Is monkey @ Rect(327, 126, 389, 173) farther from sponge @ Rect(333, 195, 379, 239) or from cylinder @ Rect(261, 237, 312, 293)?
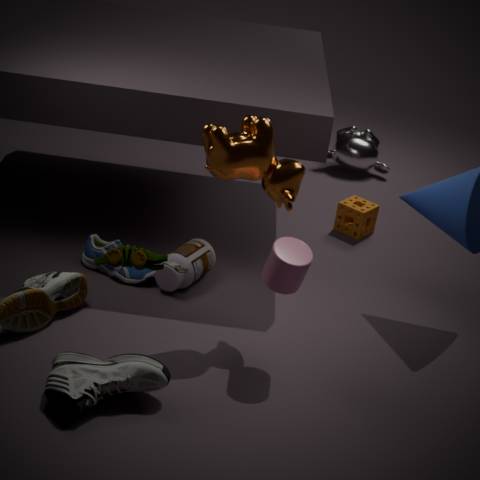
cylinder @ Rect(261, 237, 312, 293)
